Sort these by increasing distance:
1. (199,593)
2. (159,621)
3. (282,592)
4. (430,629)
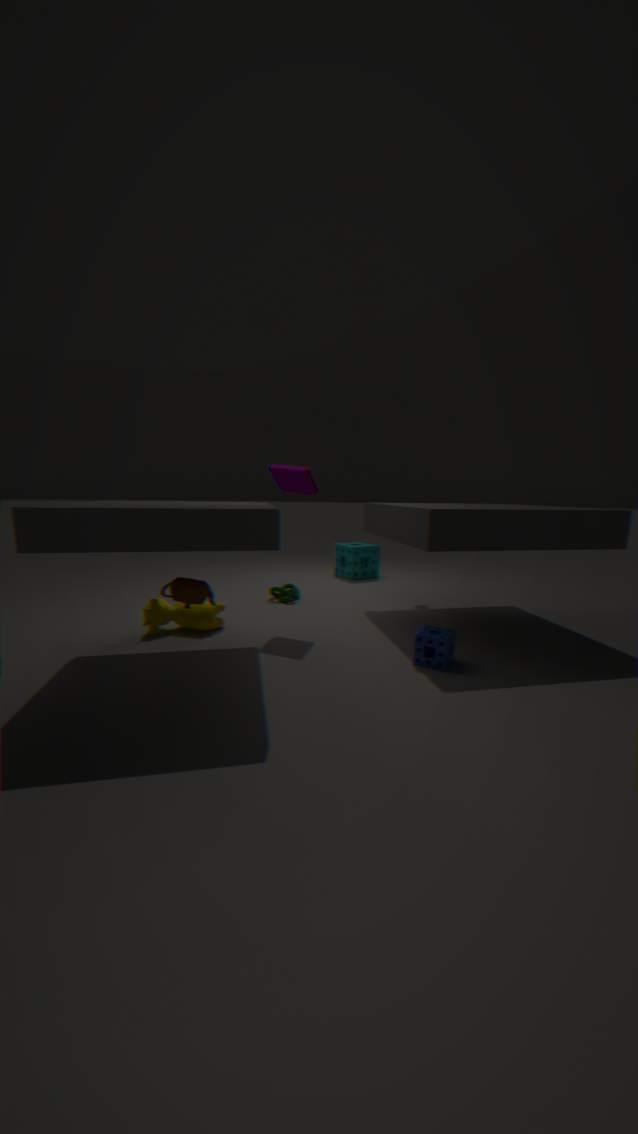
(199,593) → (430,629) → (159,621) → (282,592)
